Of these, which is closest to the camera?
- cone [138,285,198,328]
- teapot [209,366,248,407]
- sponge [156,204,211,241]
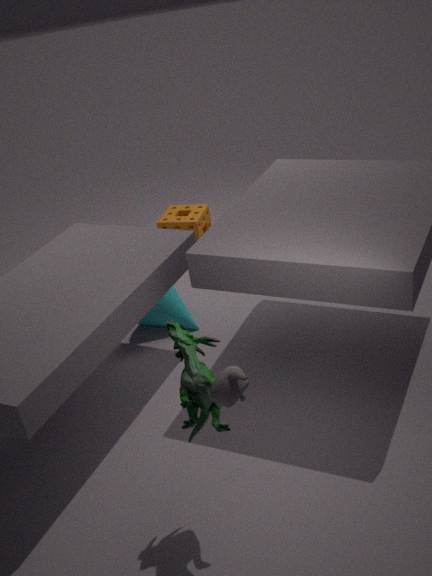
teapot [209,366,248,407]
